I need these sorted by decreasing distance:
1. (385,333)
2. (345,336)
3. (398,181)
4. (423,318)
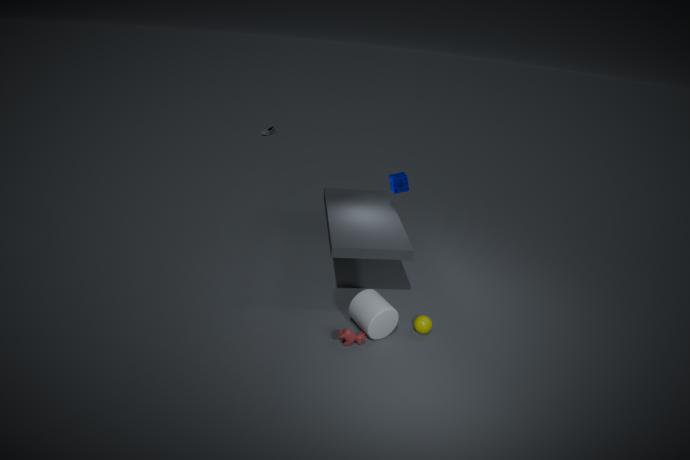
(398,181) → (423,318) → (385,333) → (345,336)
